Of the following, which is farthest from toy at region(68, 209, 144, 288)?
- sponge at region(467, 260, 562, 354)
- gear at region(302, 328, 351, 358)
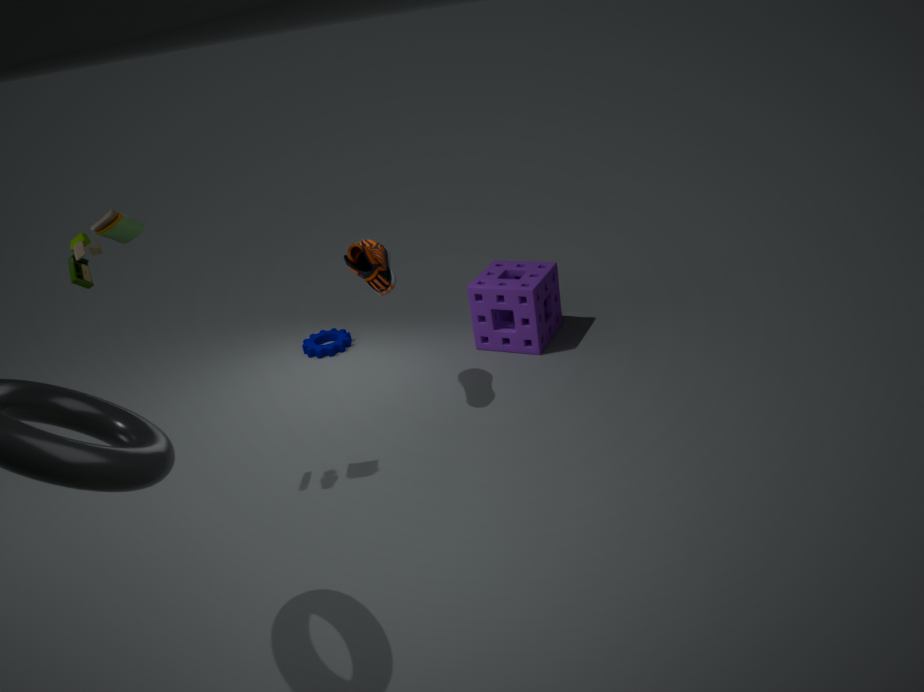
sponge at region(467, 260, 562, 354)
